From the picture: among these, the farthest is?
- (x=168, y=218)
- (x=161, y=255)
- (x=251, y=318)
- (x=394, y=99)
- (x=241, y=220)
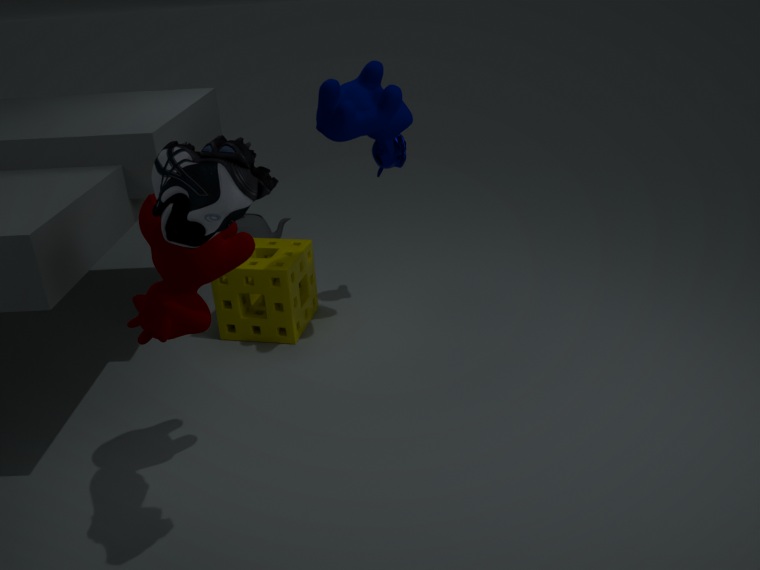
(x=241, y=220)
